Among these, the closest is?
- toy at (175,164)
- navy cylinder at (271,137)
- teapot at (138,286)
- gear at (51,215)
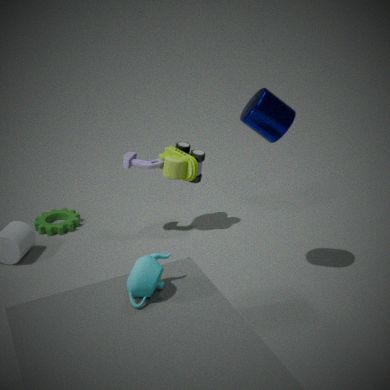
teapot at (138,286)
